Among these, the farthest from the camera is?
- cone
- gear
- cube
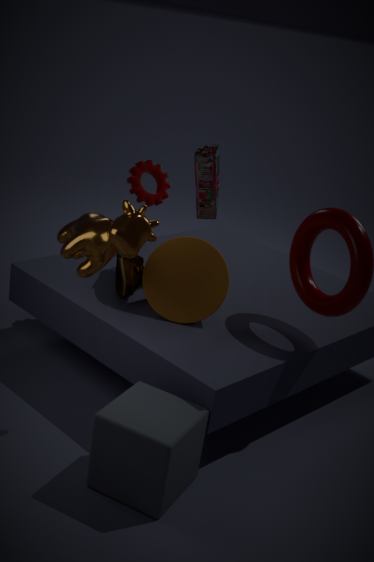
Answer: gear
